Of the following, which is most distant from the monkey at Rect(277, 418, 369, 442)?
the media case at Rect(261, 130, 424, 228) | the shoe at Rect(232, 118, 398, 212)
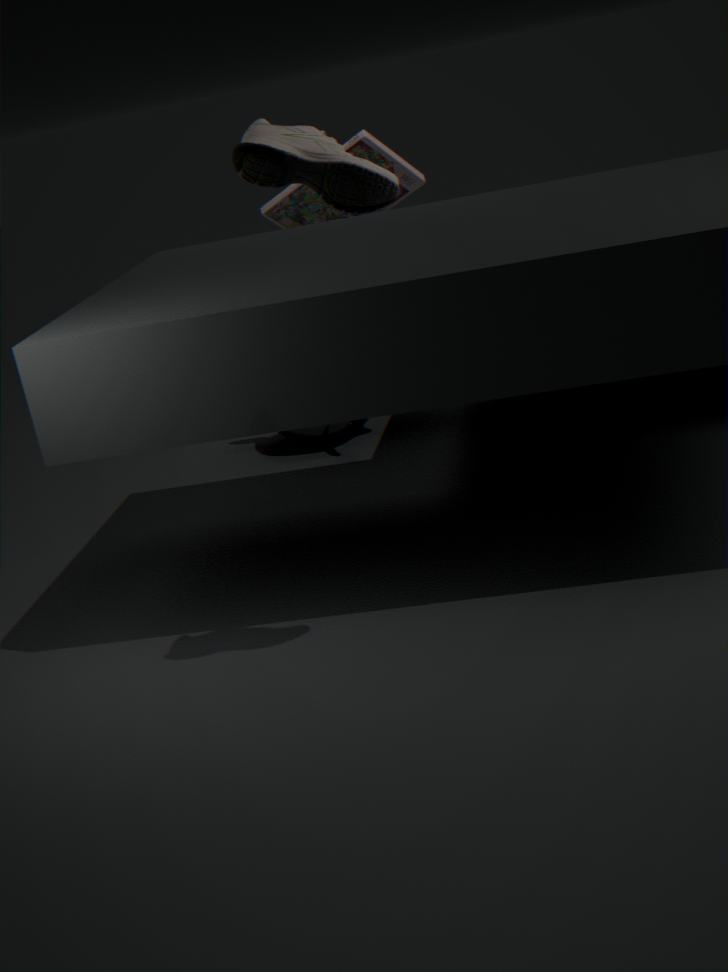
the shoe at Rect(232, 118, 398, 212)
